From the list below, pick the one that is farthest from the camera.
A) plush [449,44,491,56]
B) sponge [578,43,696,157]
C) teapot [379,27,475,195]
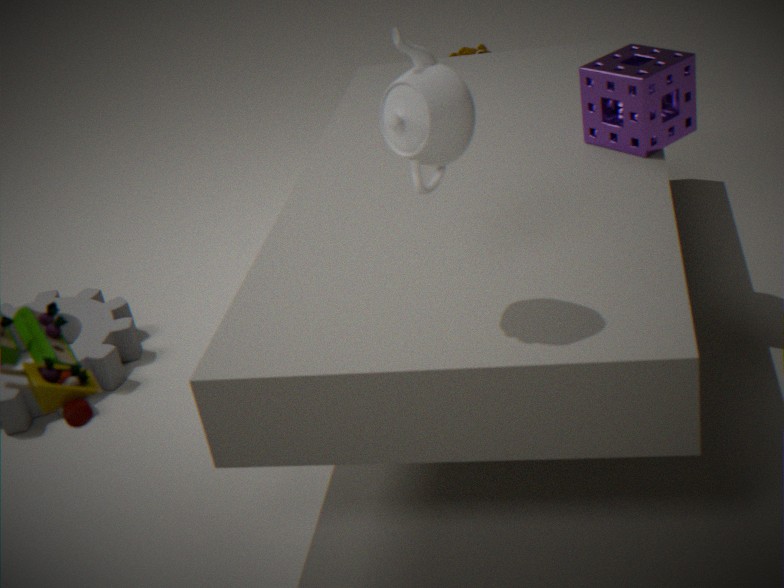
plush [449,44,491,56]
